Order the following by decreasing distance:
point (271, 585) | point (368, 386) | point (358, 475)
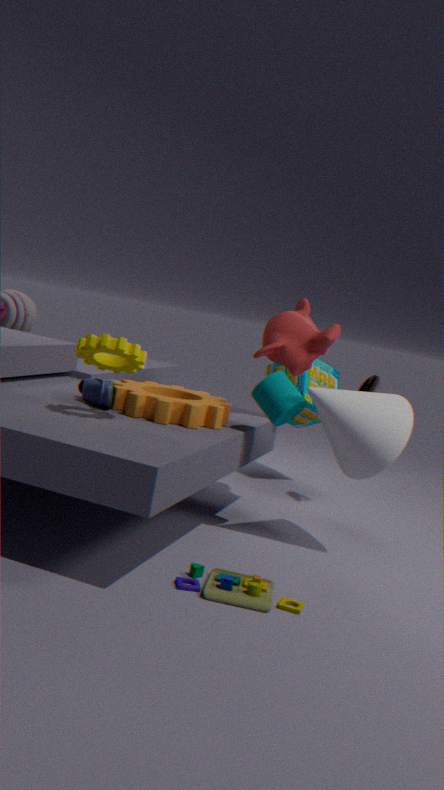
1. point (368, 386)
2. point (358, 475)
3. point (271, 585)
